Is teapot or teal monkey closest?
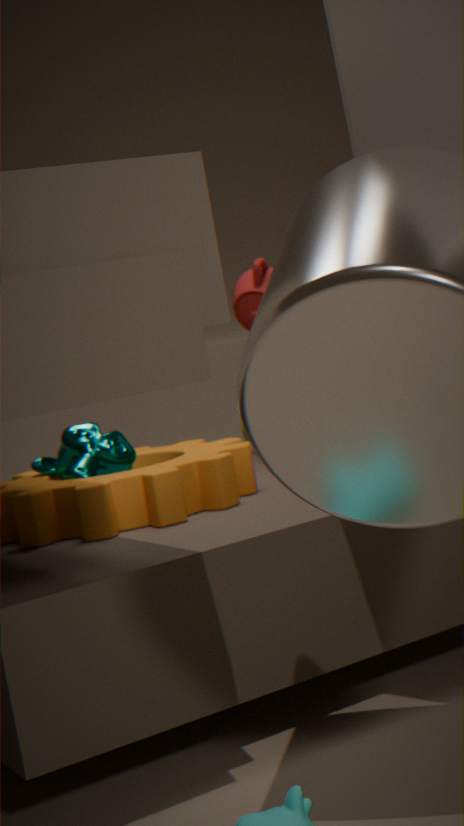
teal monkey
